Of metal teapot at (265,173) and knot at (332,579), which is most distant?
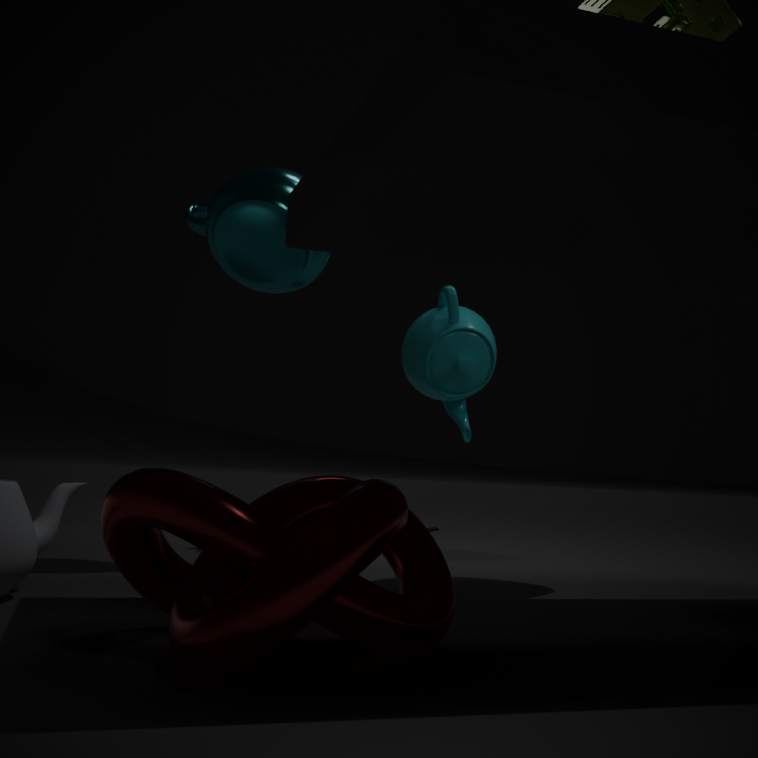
metal teapot at (265,173)
